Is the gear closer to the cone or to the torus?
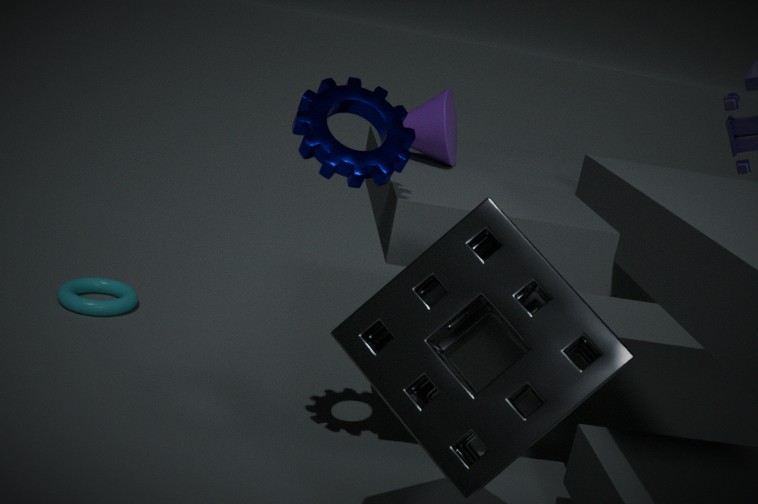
the cone
